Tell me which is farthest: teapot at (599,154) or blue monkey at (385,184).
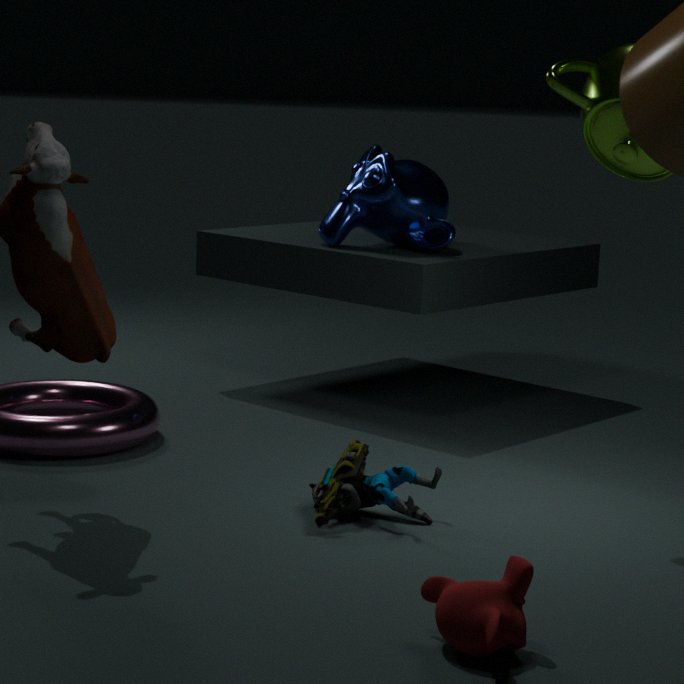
blue monkey at (385,184)
